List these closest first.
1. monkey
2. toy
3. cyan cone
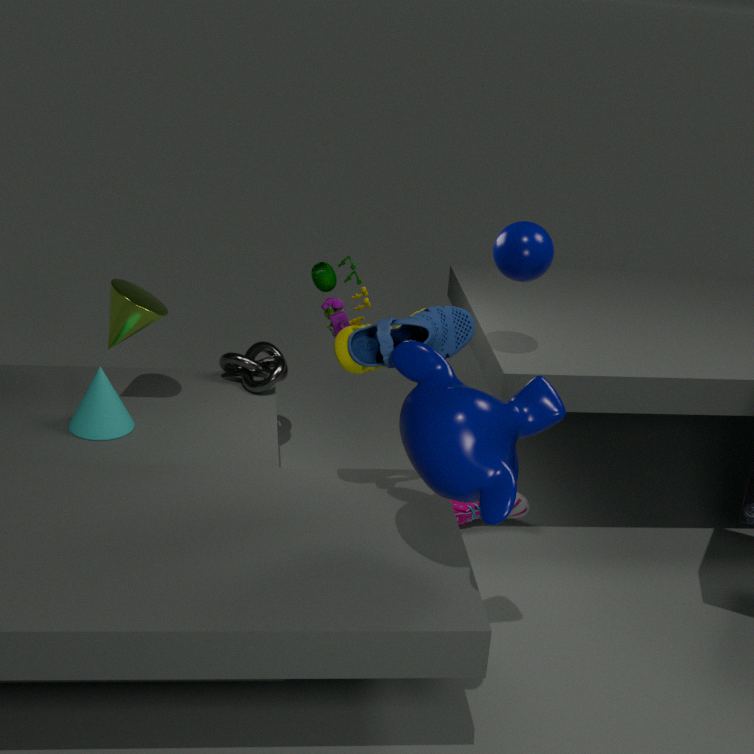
monkey
toy
cyan cone
